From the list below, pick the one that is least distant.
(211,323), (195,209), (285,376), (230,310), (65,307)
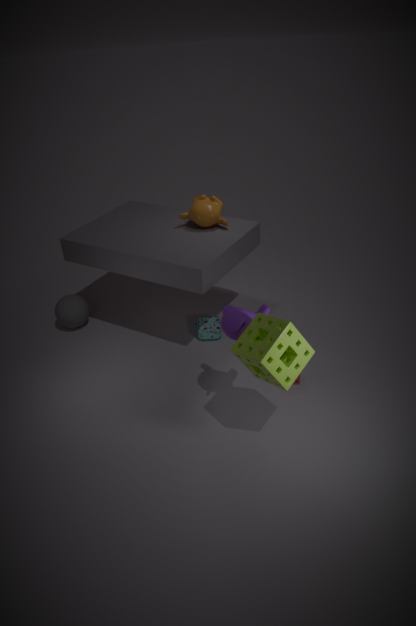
(285,376)
